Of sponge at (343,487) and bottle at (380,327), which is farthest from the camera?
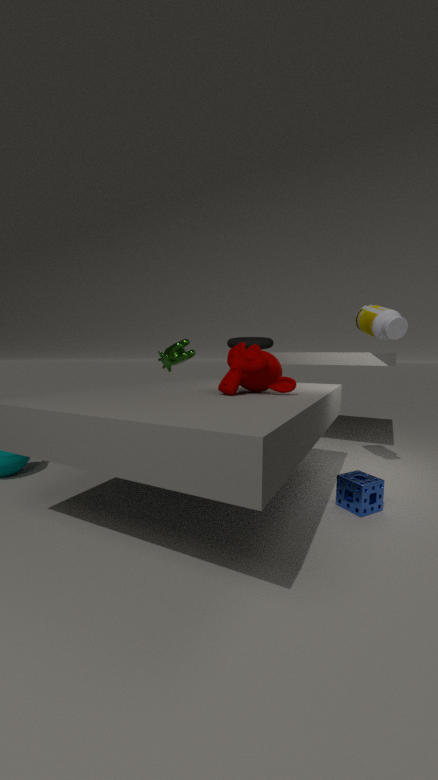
bottle at (380,327)
